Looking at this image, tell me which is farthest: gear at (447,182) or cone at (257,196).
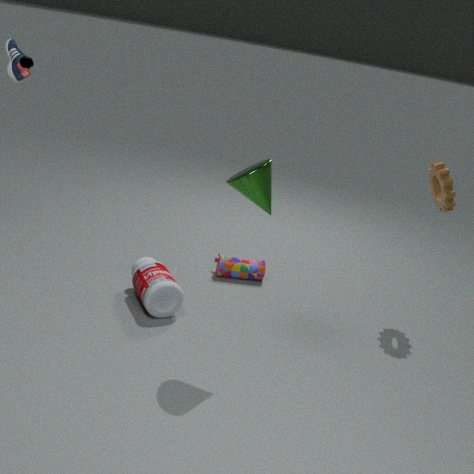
gear at (447,182)
